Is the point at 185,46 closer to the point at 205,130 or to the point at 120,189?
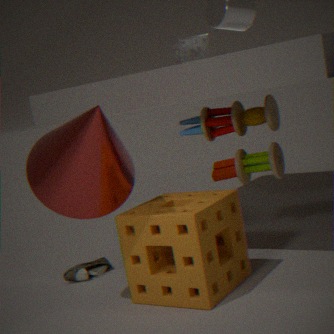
the point at 205,130
